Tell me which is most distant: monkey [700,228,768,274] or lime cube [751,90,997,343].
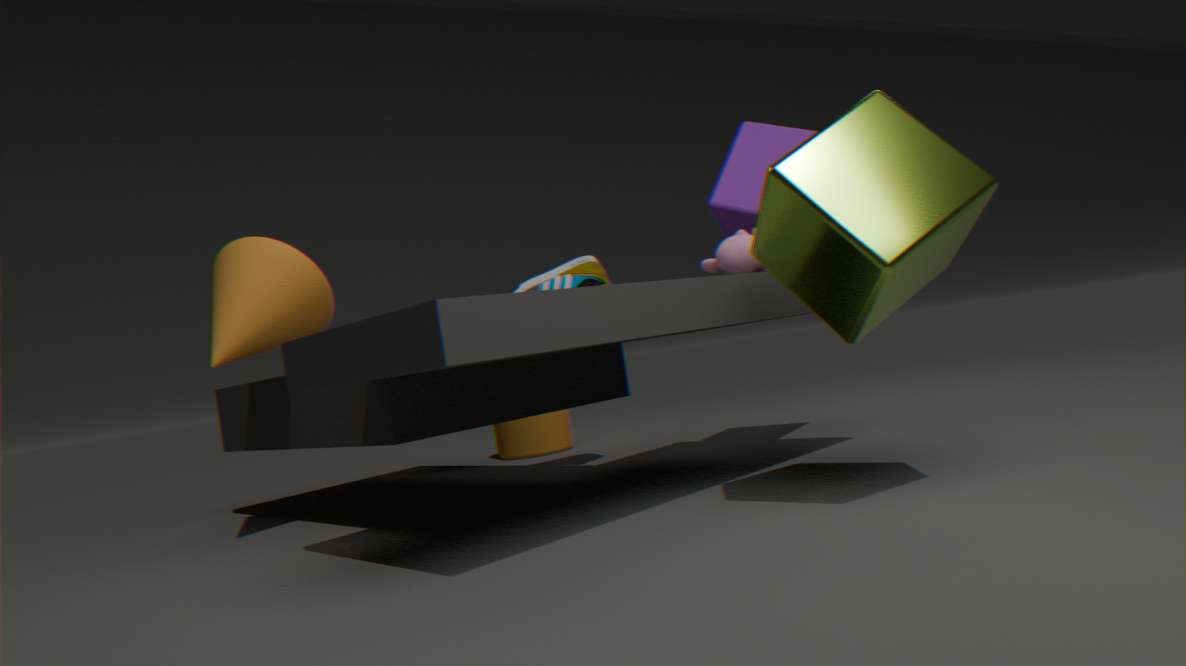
monkey [700,228,768,274]
